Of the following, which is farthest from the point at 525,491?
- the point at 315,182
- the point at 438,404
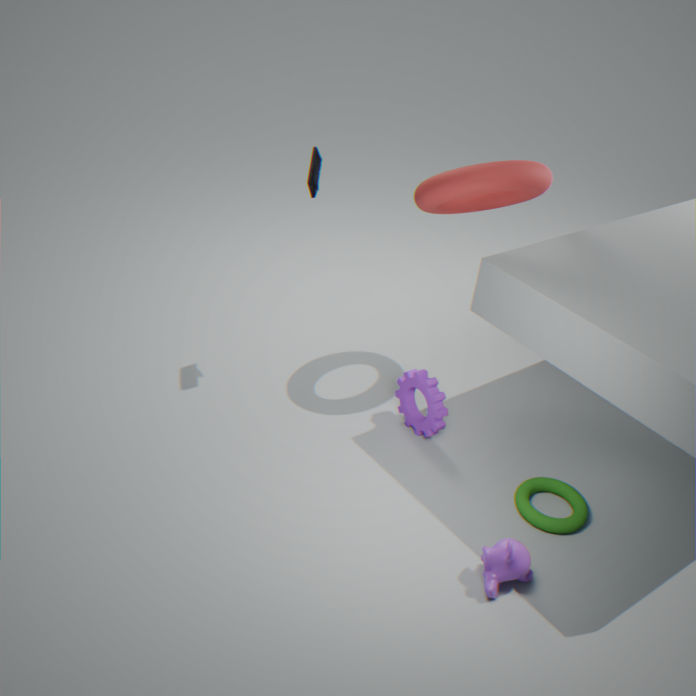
the point at 315,182
